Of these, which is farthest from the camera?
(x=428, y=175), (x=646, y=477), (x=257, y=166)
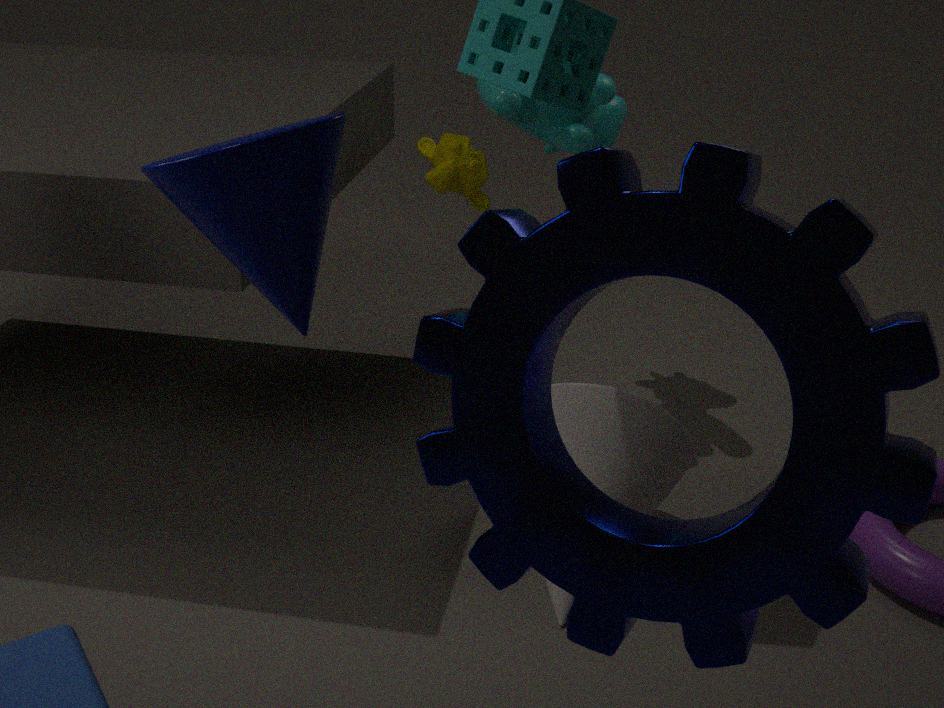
(x=428, y=175)
